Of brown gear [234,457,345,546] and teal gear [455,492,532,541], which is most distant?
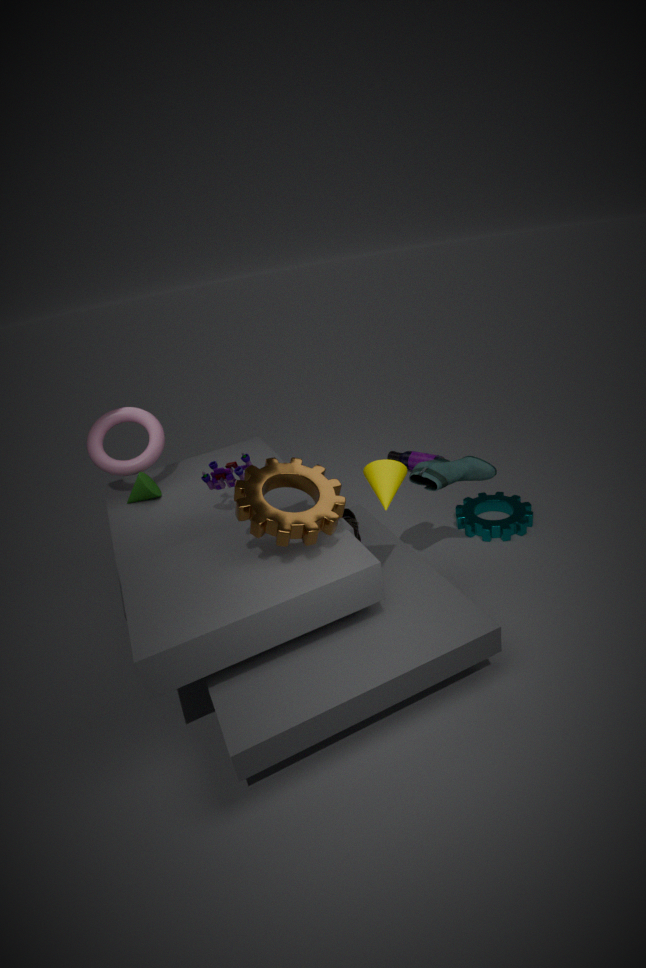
teal gear [455,492,532,541]
